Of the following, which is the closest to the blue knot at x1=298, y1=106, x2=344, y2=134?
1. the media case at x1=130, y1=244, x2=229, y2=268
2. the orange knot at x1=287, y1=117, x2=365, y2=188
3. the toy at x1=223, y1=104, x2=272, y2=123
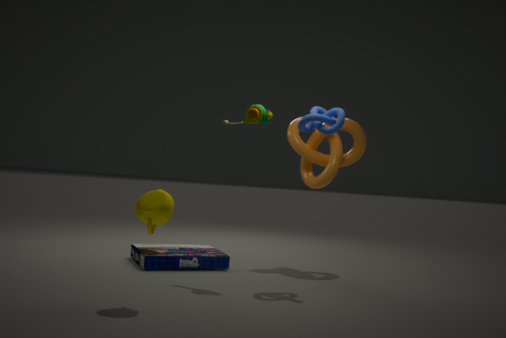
the toy at x1=223, y1=104, x2=272, y2=123
